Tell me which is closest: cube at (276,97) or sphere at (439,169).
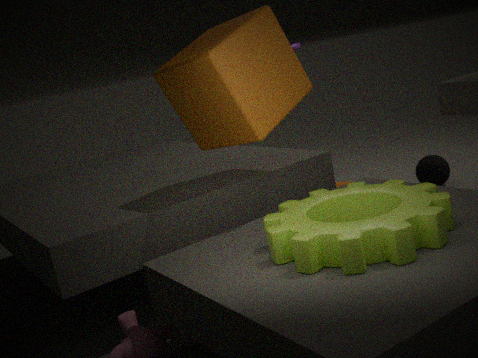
cube at (276,97)
